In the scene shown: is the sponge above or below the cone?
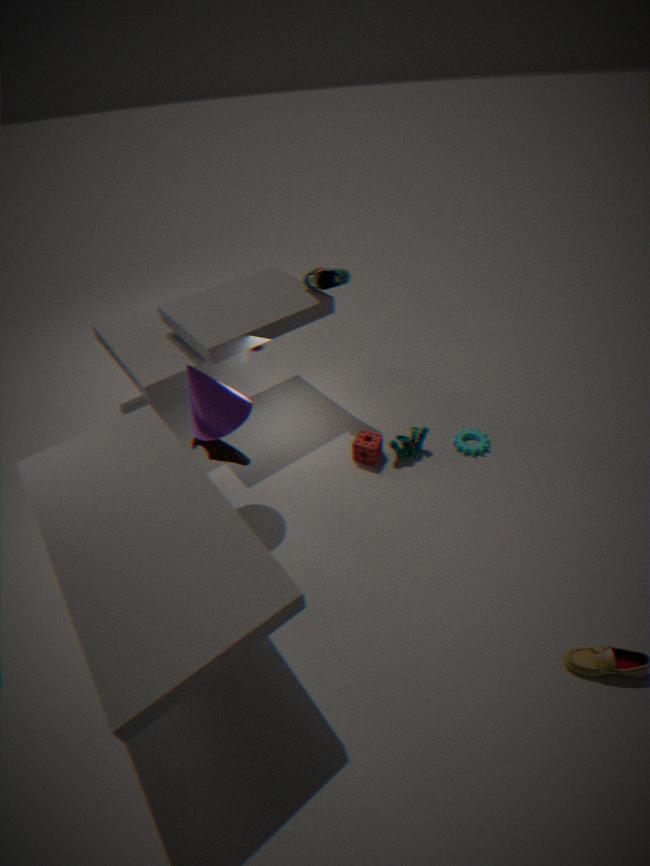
below
